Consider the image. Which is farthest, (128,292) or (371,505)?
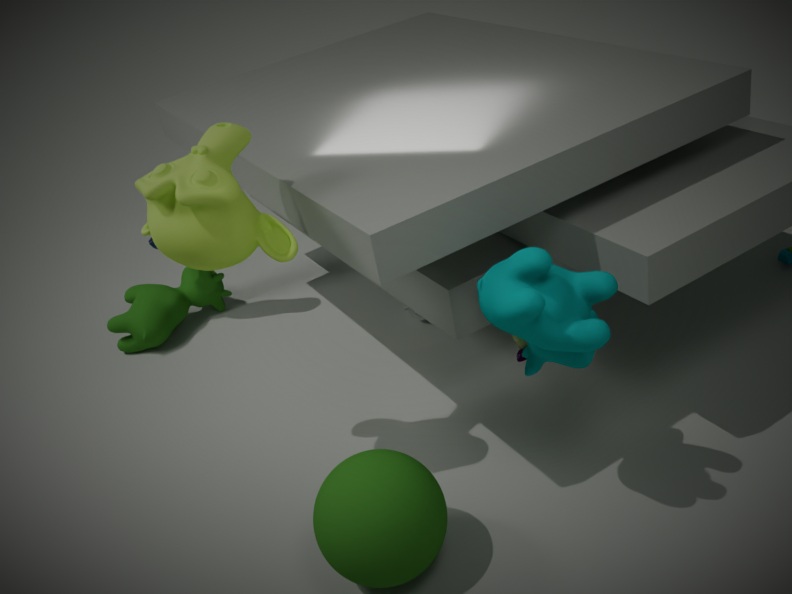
(128,292)
